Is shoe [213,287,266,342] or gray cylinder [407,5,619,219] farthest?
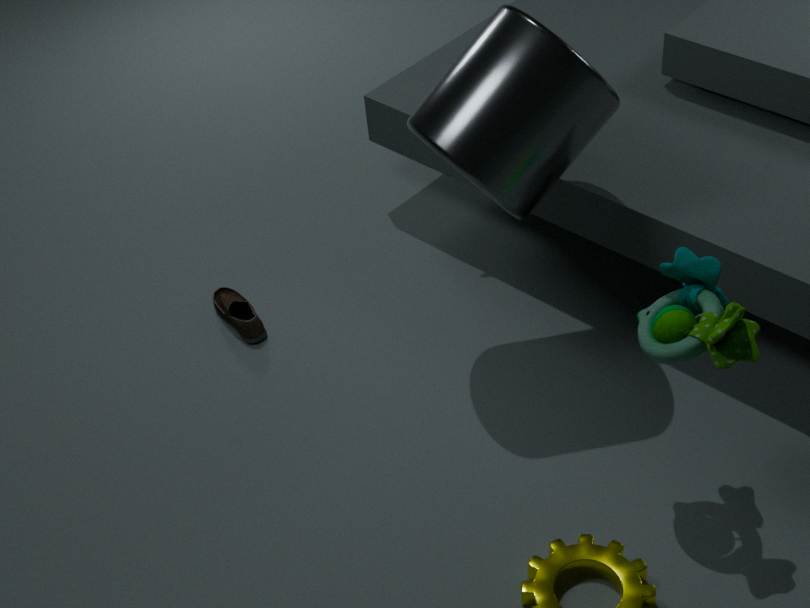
shoe [213,287,266,342]
